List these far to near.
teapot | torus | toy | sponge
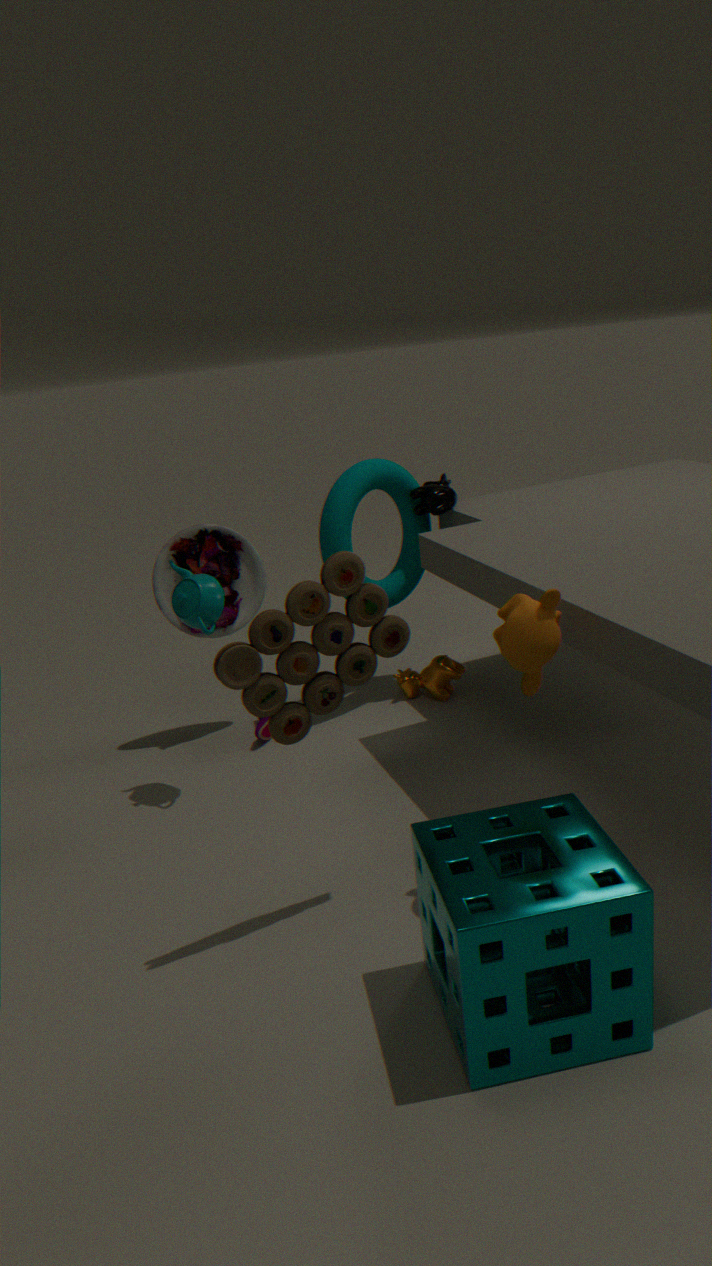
1. torus
2. teapot
3. toy
4. sponge
